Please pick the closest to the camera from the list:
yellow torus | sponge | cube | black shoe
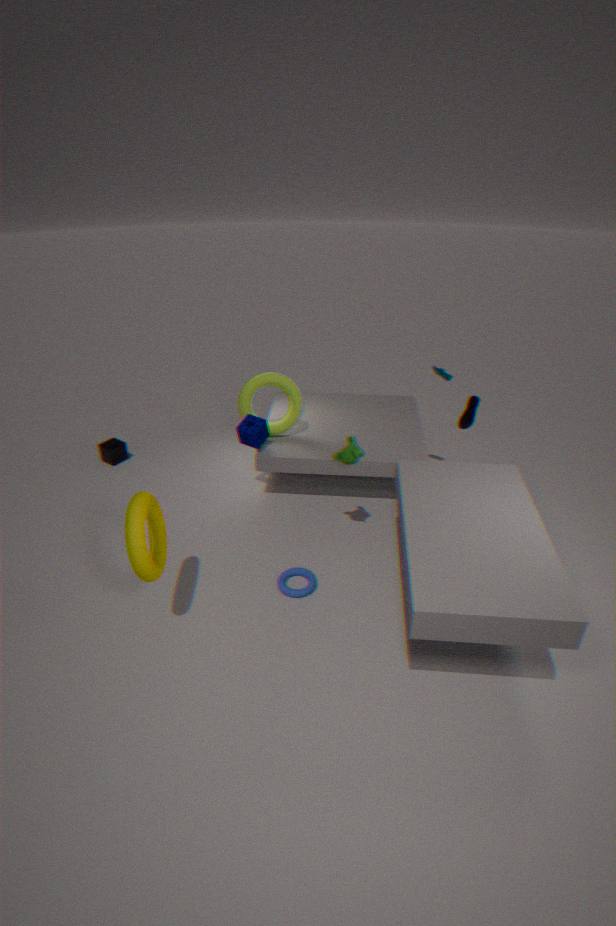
yellow torus
